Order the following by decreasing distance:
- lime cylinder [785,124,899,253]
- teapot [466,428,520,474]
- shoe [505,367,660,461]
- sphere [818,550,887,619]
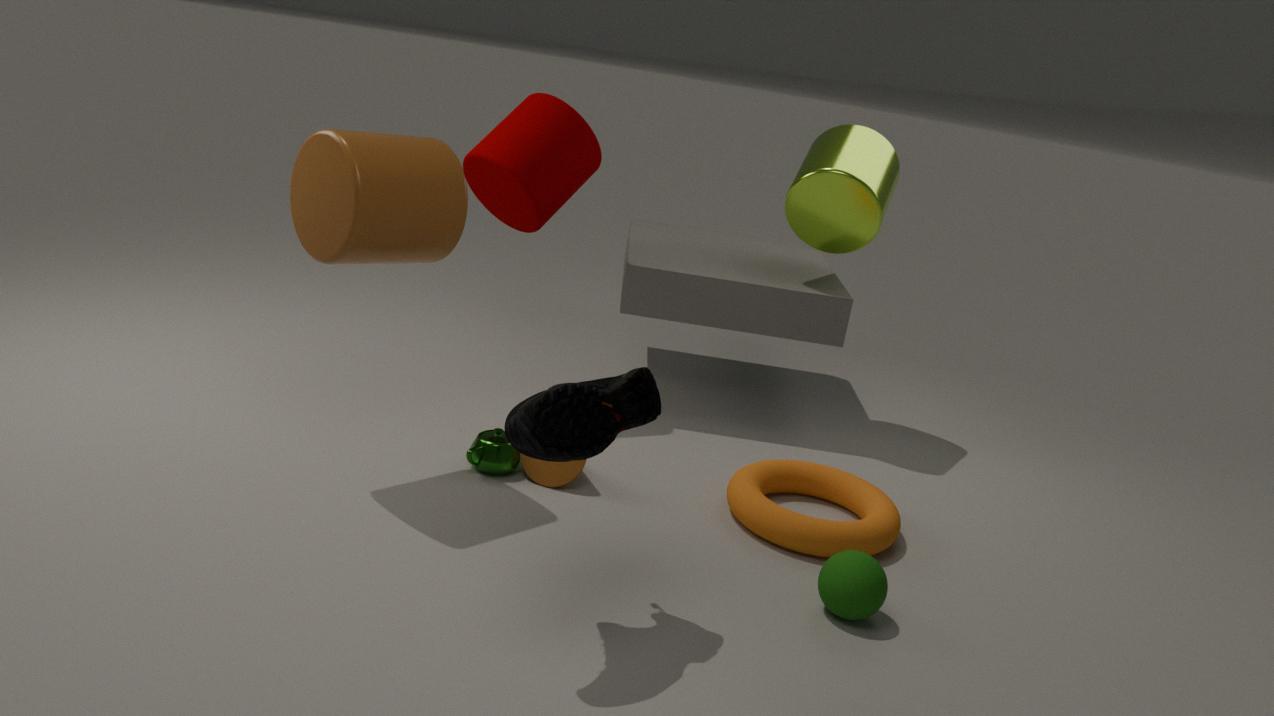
lime cylinder [785,124,899,253]
teapot [466,428,520,474]
sphere [818,550,887,619]
shoe [505,367,660,461]
